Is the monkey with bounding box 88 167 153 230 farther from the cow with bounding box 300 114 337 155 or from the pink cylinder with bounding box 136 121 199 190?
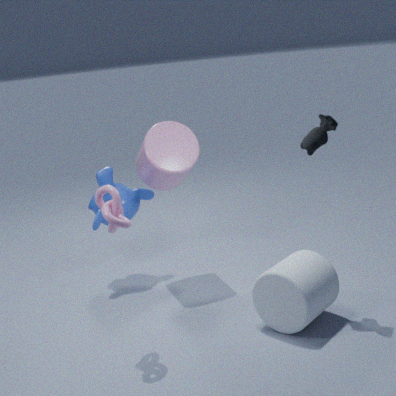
the cow with bounding box 300 114 337 155
